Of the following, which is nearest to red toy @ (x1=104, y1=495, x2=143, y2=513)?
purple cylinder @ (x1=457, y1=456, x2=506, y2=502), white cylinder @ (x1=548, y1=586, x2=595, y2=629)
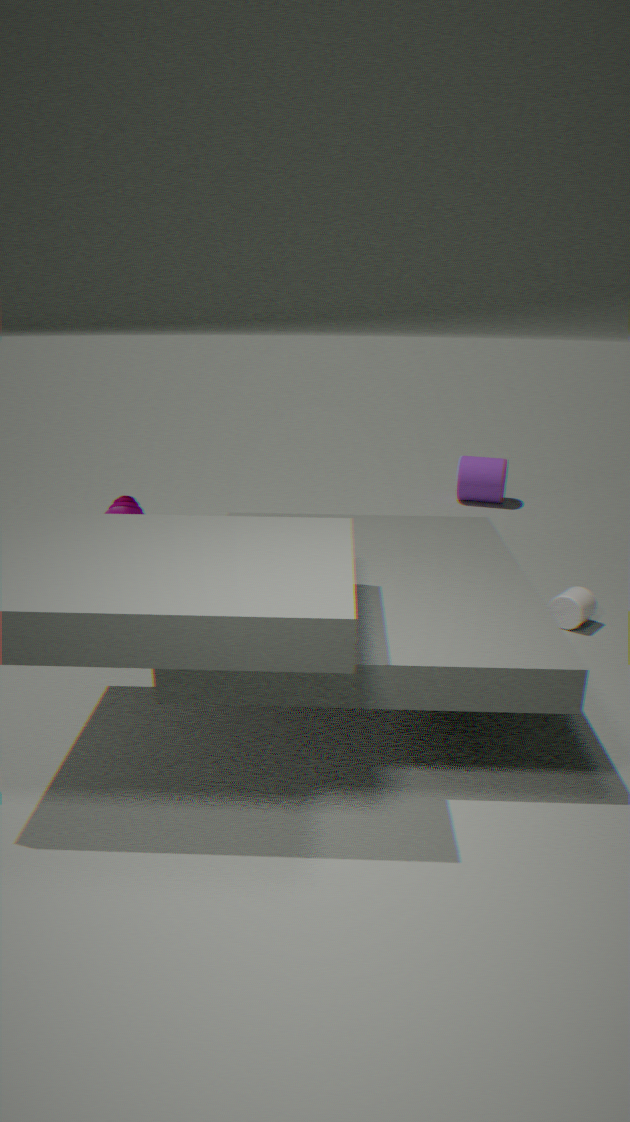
white cylinder @ (x1=548, y1=586, x2=595, y2=629)
